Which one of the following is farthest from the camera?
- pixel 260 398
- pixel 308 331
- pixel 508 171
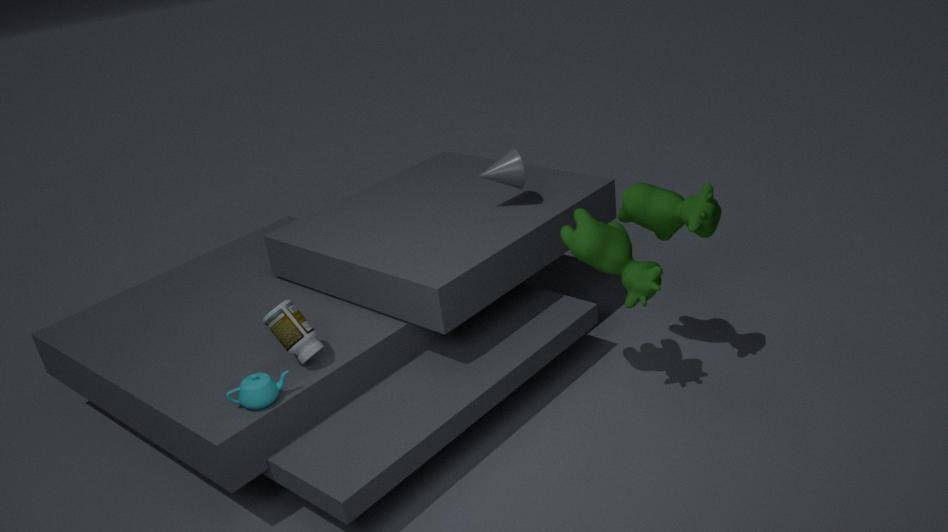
pixel 508 171
